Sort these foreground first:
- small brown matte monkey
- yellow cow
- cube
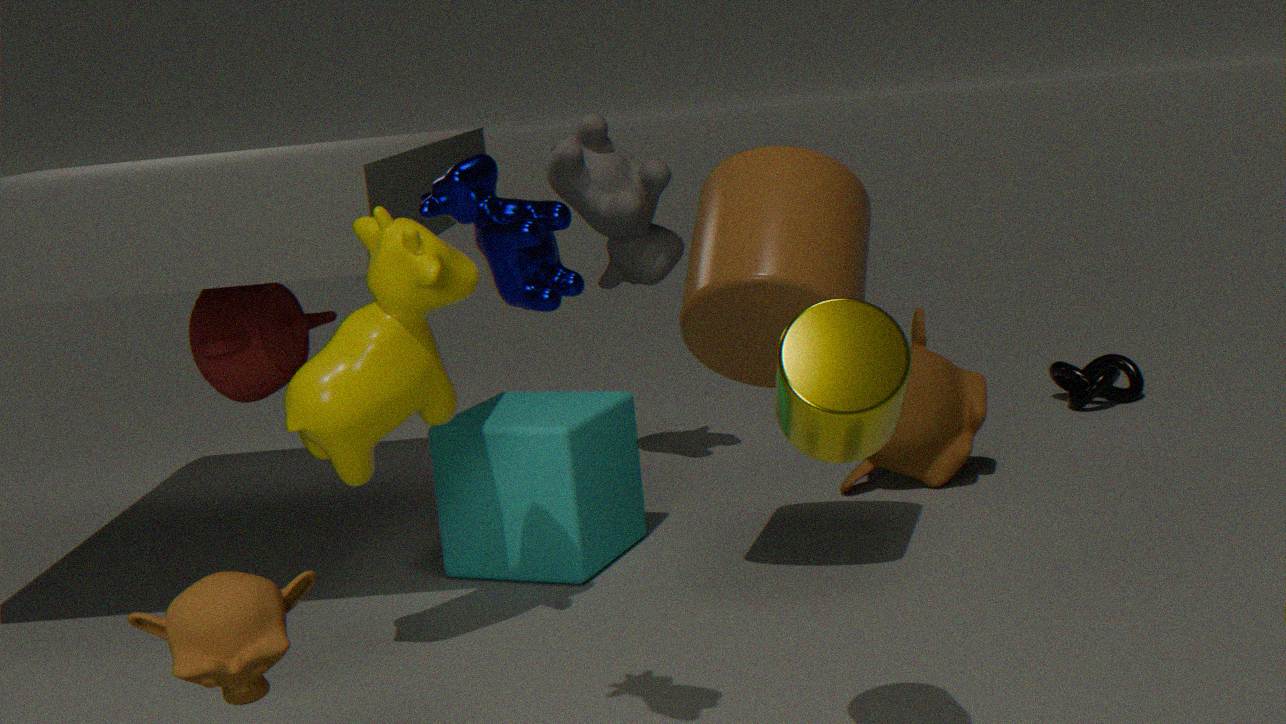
small brown matte monkey → yellow cow → cube
